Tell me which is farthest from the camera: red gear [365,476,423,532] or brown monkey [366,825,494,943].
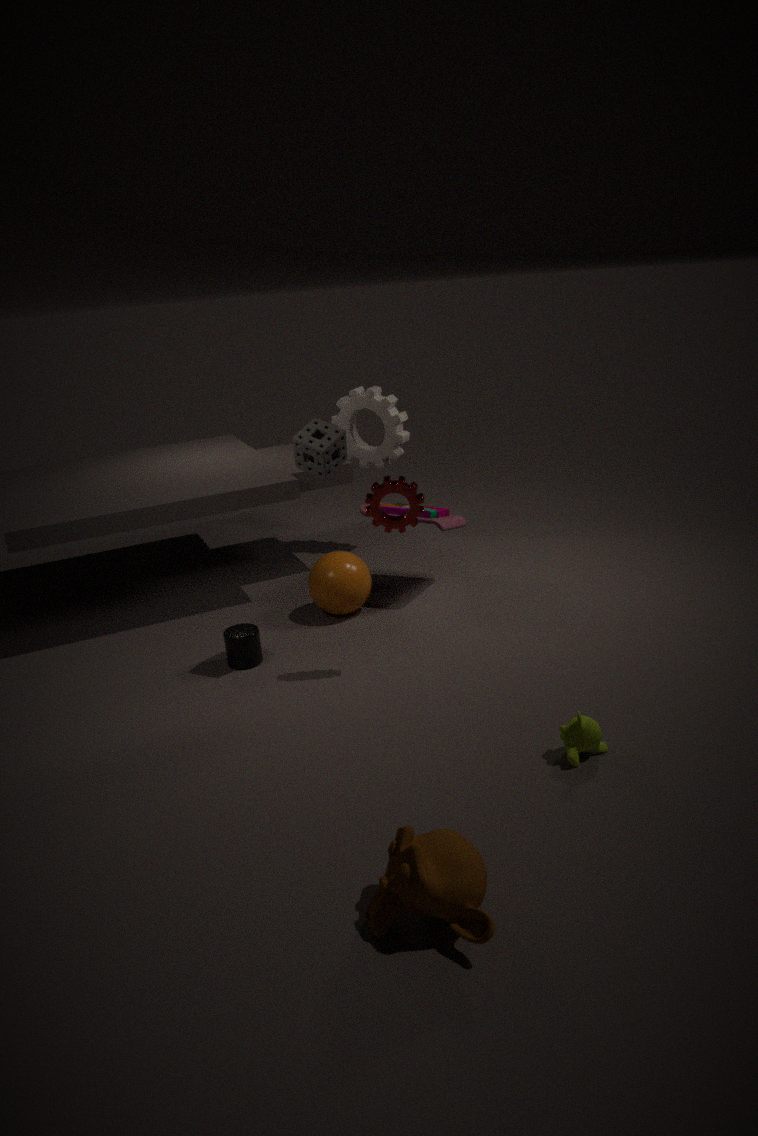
red gear [365,476,423,532]
